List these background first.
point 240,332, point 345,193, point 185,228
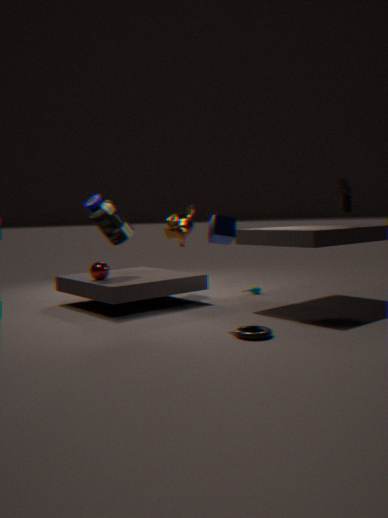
point 185,228 → point 345,193 → point 240,332
